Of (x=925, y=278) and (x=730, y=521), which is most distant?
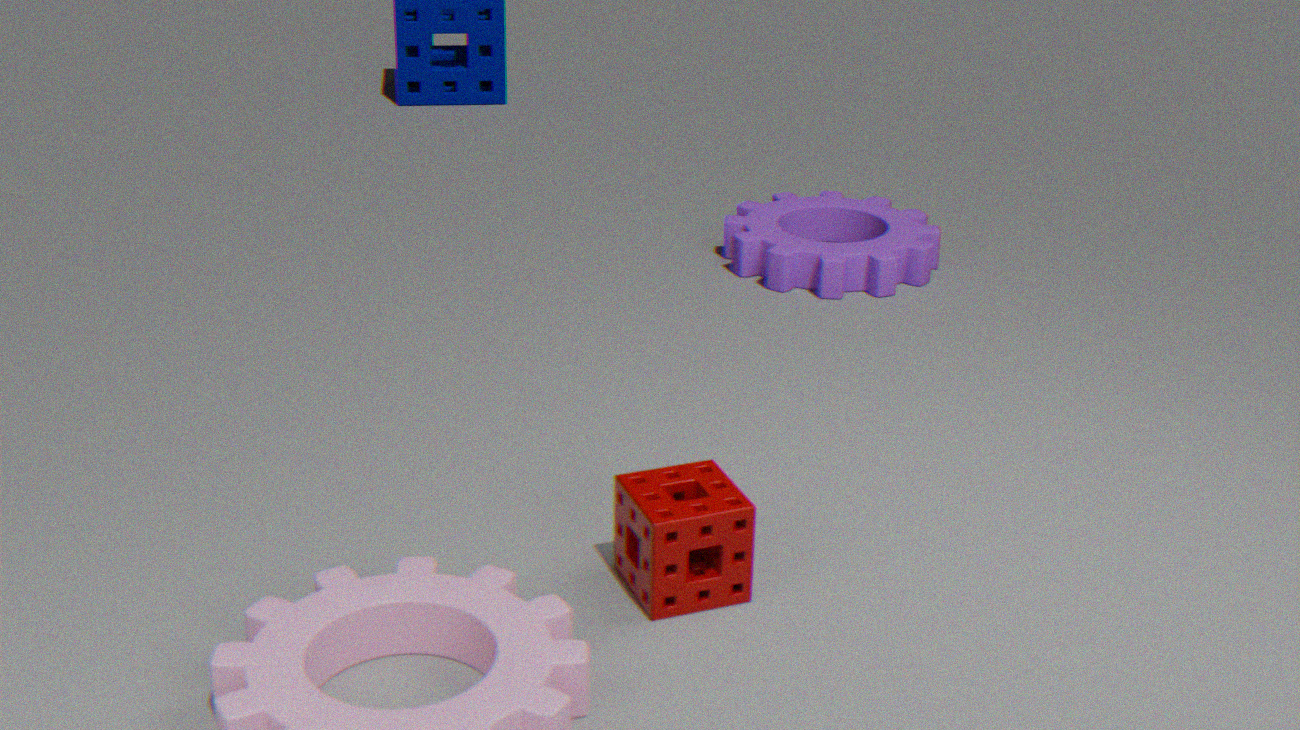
(x=925, y=278)
